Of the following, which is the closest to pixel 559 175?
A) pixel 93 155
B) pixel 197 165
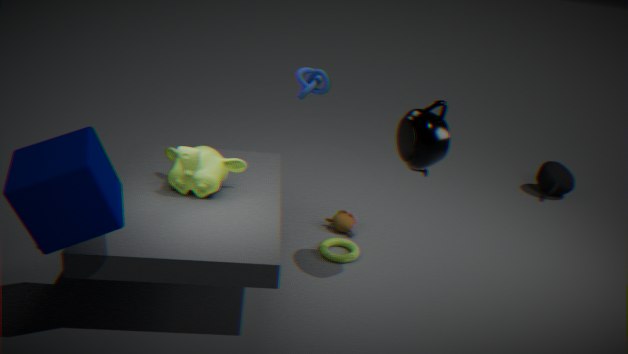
pixel 197 165
